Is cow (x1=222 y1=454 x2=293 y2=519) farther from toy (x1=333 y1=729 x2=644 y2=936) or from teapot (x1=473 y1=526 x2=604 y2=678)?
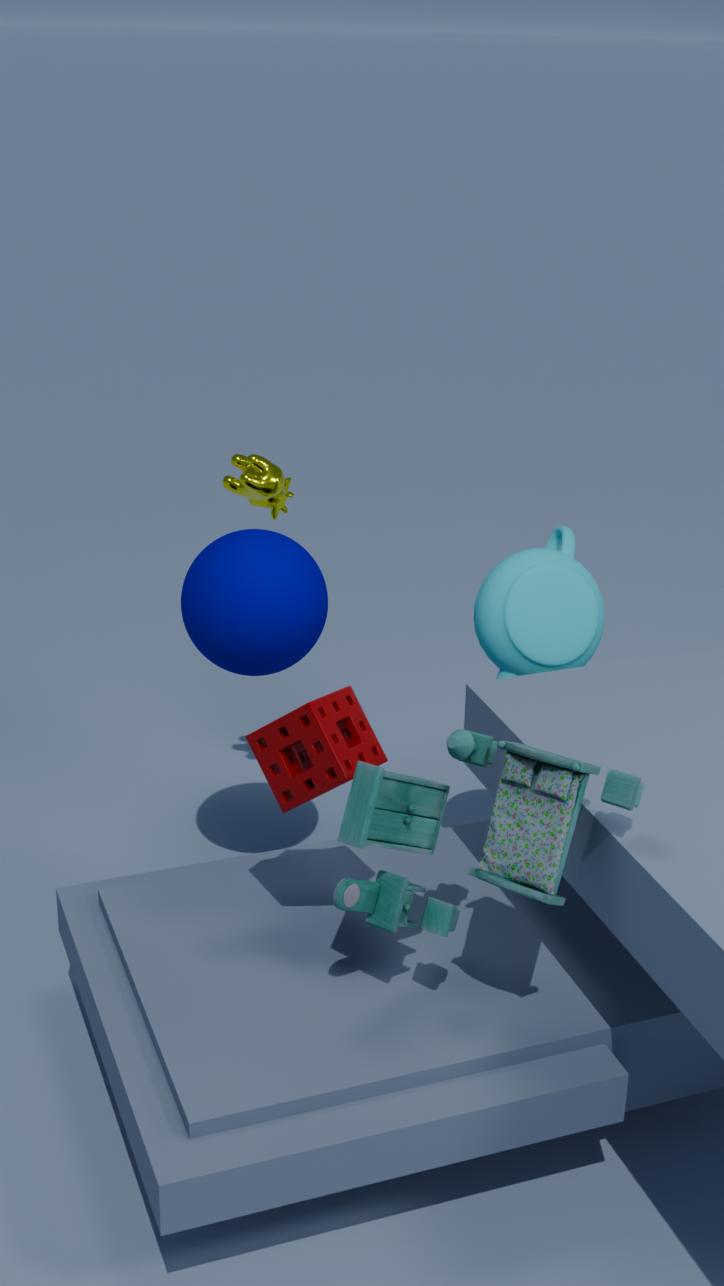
toy (x1=333 y1=729 x2=644 y2=936)
